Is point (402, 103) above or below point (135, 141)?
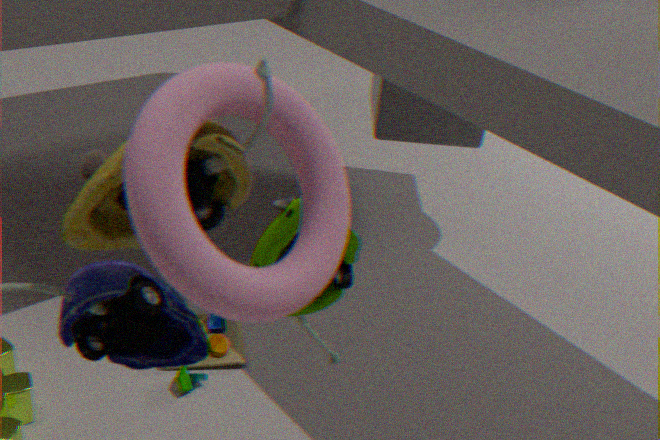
below
